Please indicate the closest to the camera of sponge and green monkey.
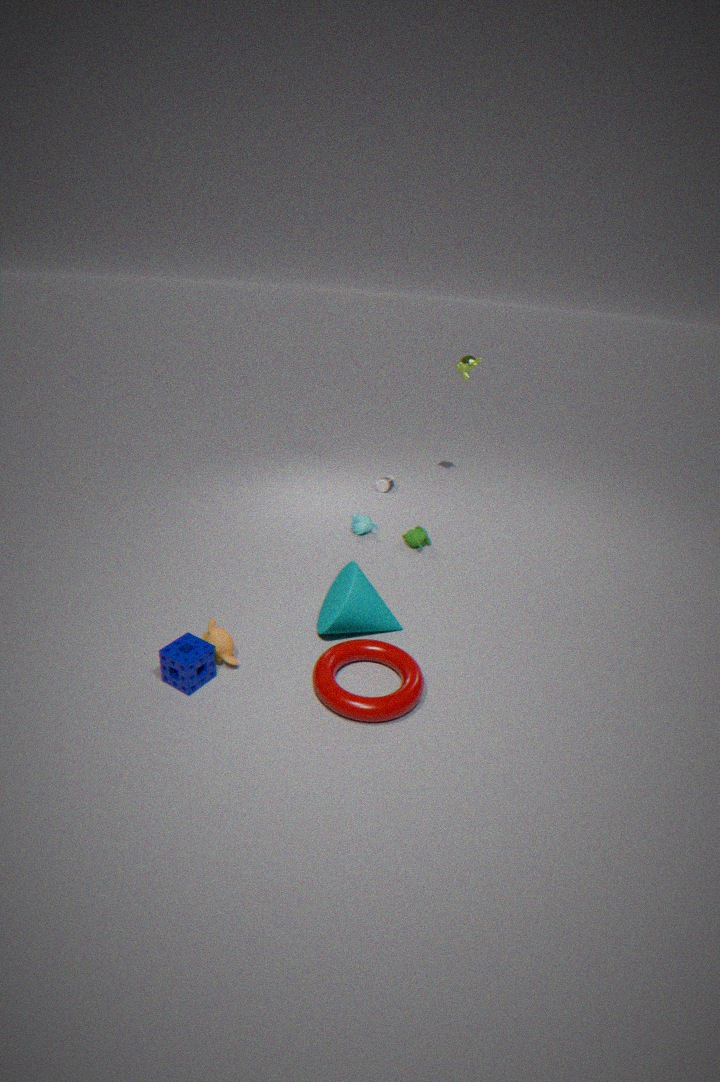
sponge
